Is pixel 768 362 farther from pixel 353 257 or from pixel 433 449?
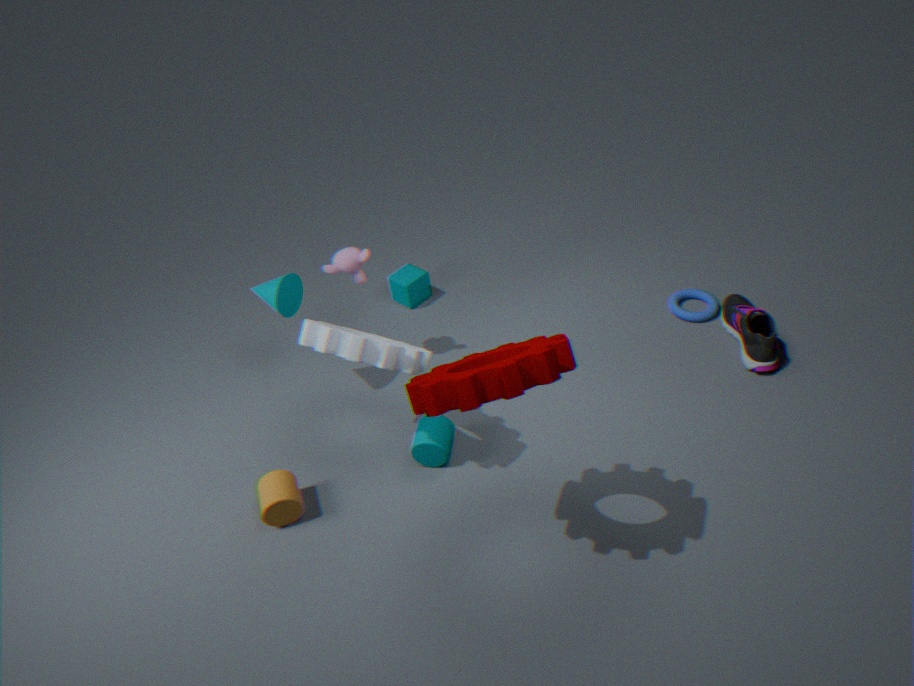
pixel 353 257
